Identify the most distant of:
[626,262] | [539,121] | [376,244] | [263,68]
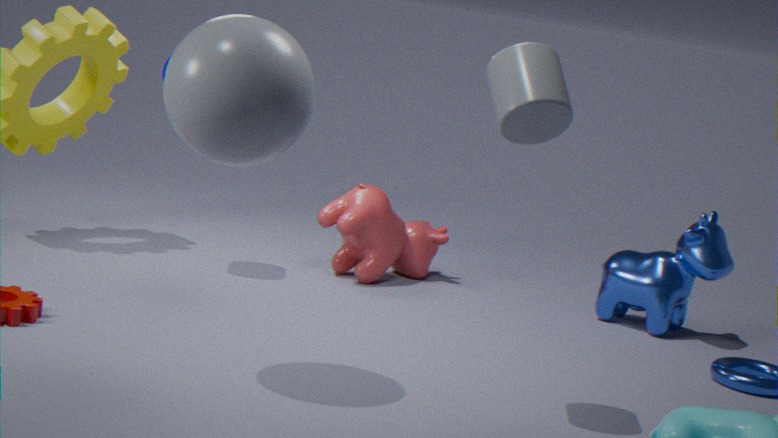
[376,244]
